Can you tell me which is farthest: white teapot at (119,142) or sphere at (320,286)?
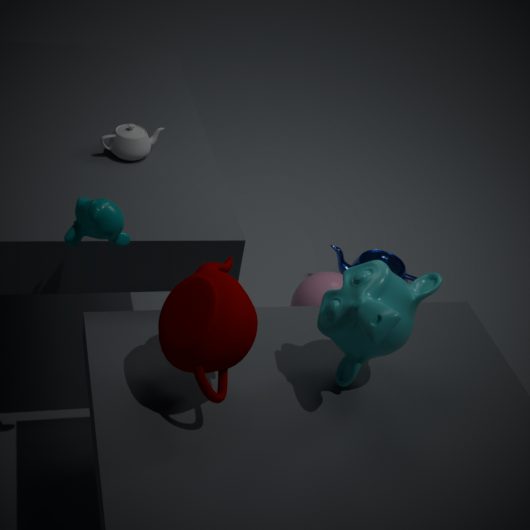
sphere at (320,286)
